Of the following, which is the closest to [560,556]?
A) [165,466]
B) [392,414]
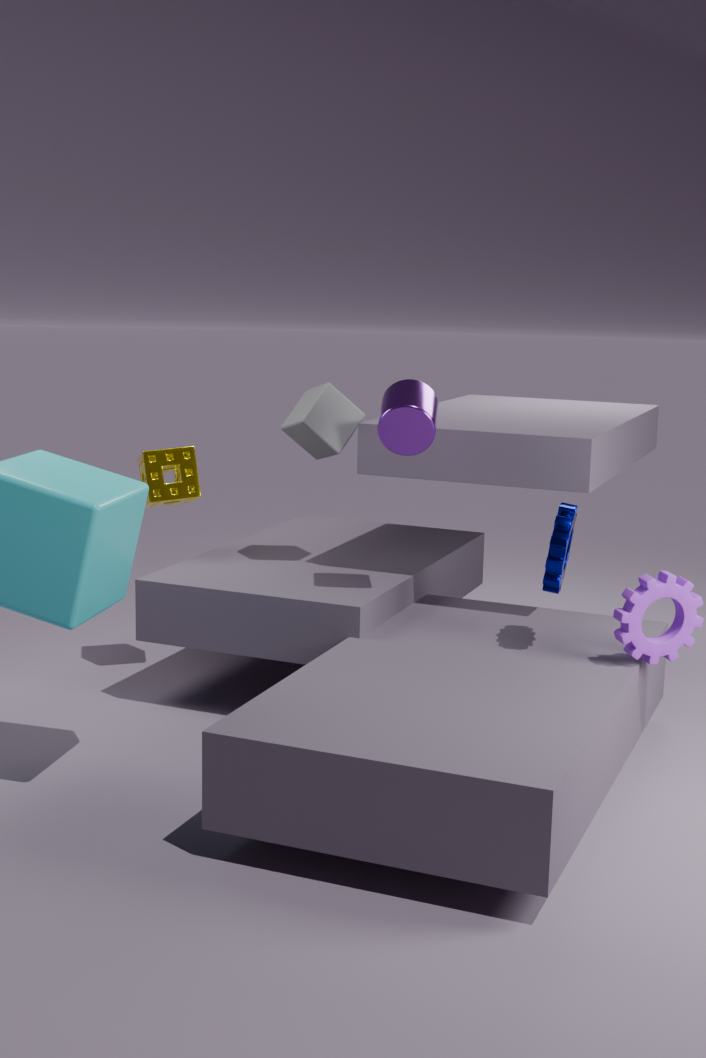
[392,414]
